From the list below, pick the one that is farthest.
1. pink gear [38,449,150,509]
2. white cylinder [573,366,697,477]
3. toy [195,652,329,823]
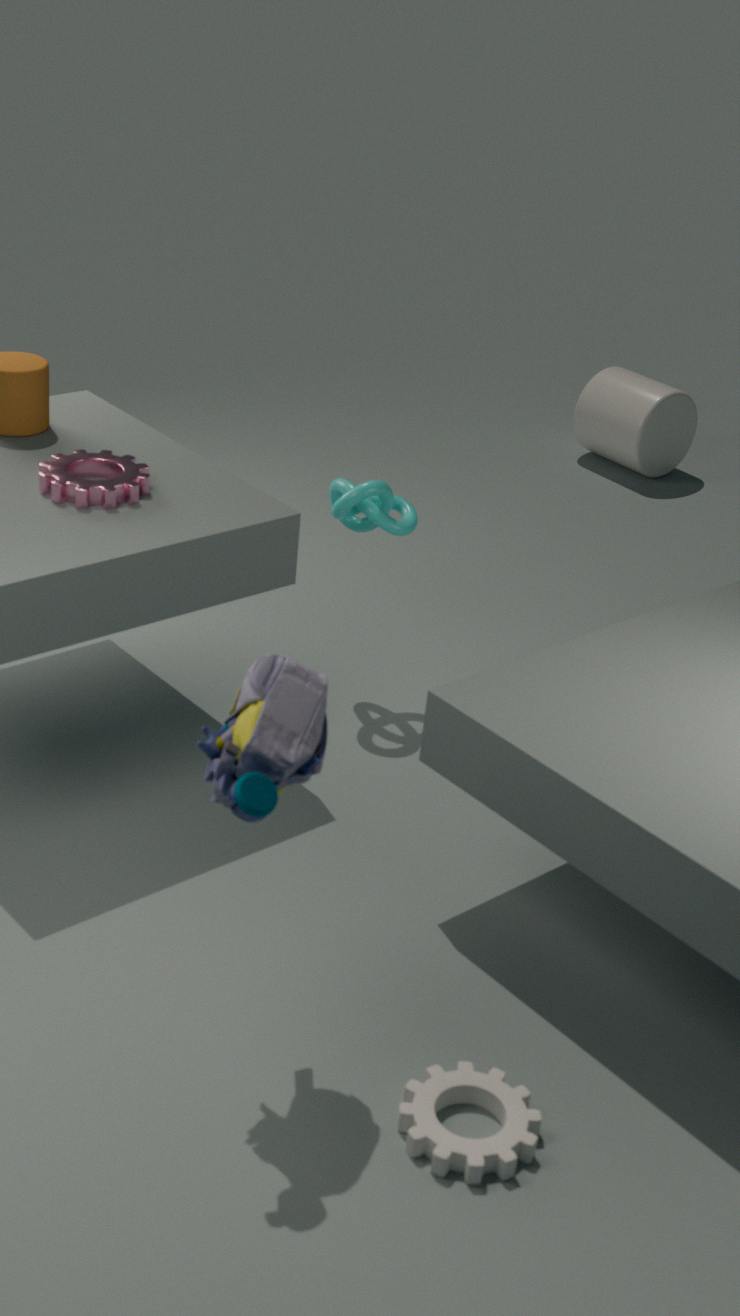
white cylinder [573,366,697,477]
